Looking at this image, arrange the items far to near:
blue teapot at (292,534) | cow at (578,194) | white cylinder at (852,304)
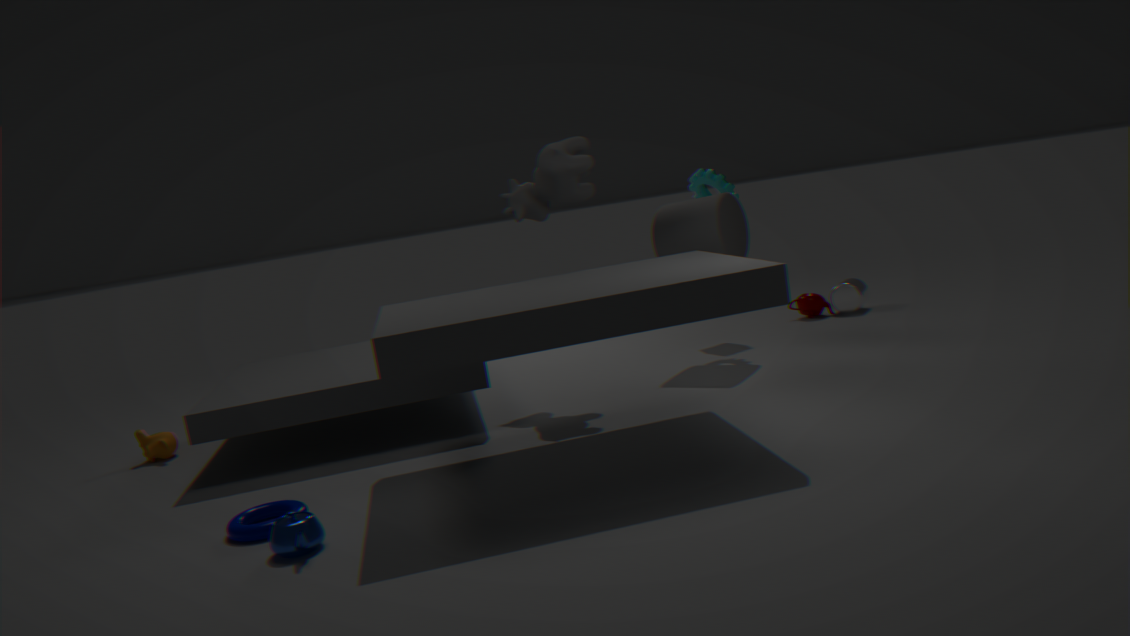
white cylinder at (852,304), cow at (578,194), blue teapot at (292,534)
